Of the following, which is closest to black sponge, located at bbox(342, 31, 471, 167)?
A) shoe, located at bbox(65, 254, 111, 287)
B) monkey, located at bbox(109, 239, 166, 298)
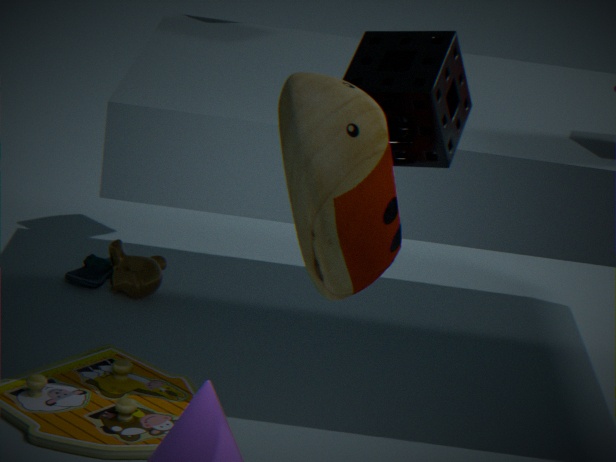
monkey, located at bbox(109, 239, 166, 298)
